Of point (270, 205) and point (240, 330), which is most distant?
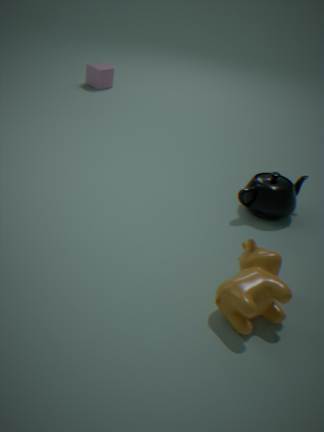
point (270, 205)
